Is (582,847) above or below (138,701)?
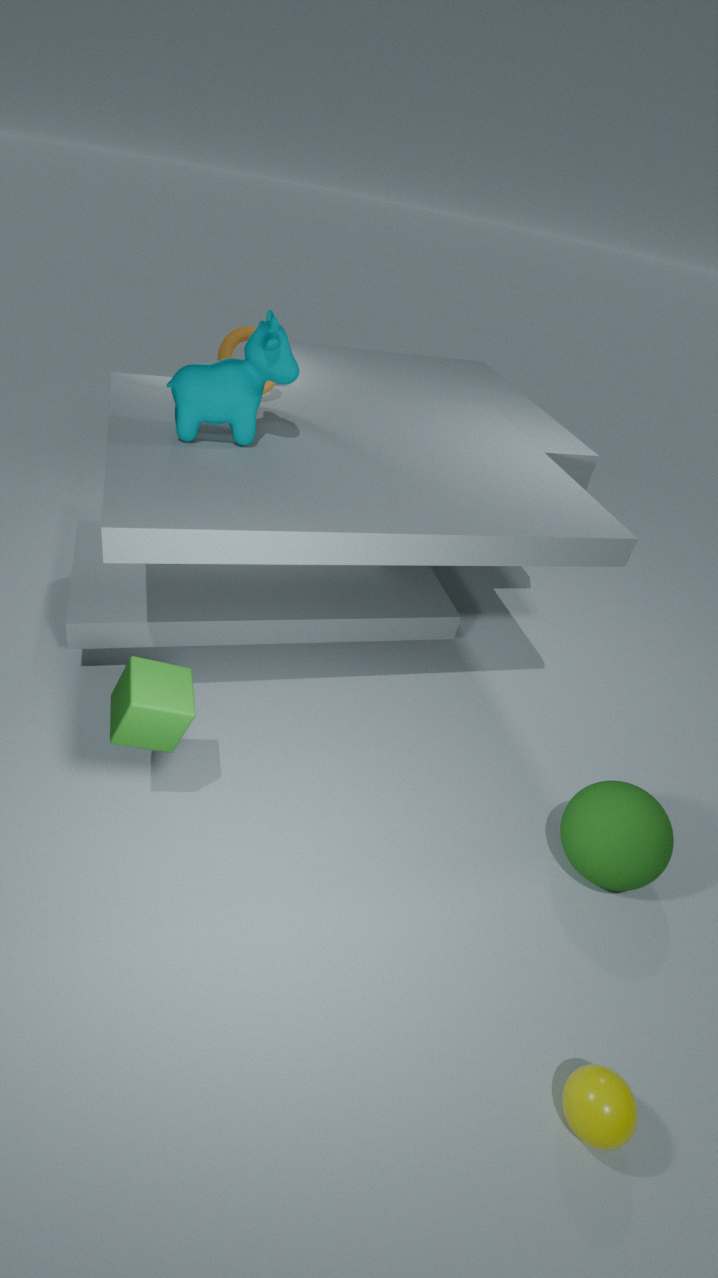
below
